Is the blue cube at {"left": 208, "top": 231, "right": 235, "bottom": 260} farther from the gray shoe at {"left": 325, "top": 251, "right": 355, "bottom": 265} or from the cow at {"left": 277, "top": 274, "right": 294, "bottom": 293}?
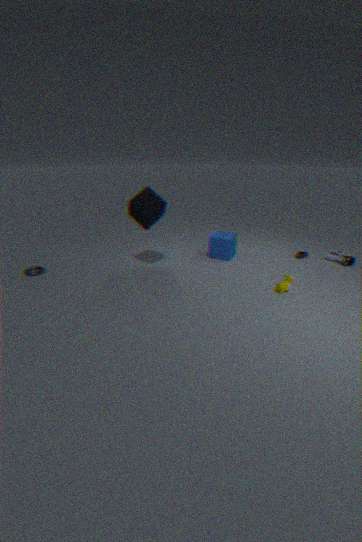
the gray shoe at {"left": 325, "top": 251, "right": 355, "bottom": 265}
